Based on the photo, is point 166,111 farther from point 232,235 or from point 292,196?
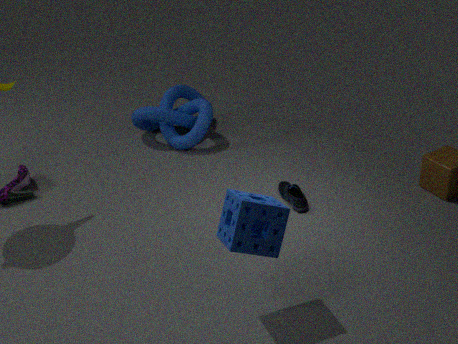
point 232,235
